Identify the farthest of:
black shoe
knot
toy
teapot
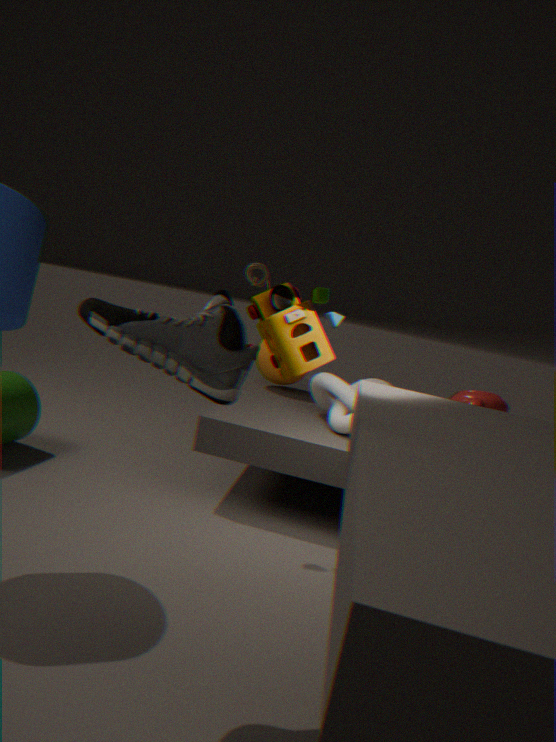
teapot
